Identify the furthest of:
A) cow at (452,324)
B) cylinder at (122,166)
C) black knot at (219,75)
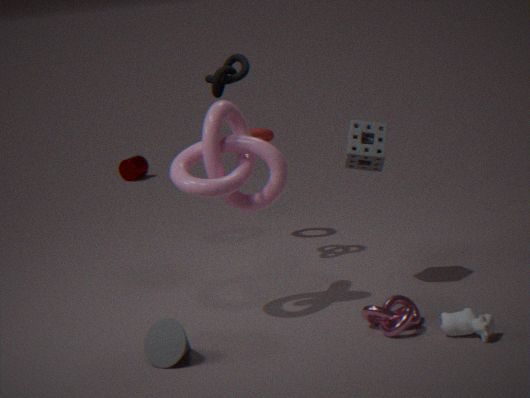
cylinder at (122,166)
